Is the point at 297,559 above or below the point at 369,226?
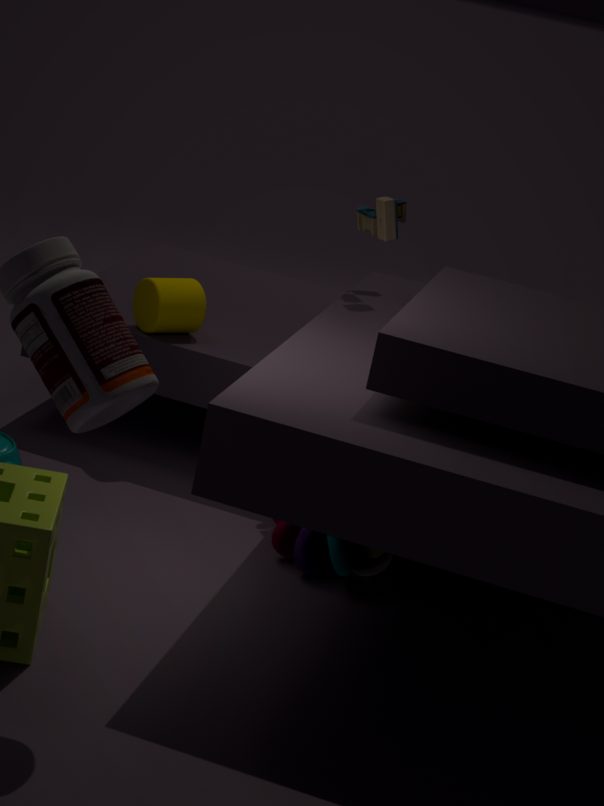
below
